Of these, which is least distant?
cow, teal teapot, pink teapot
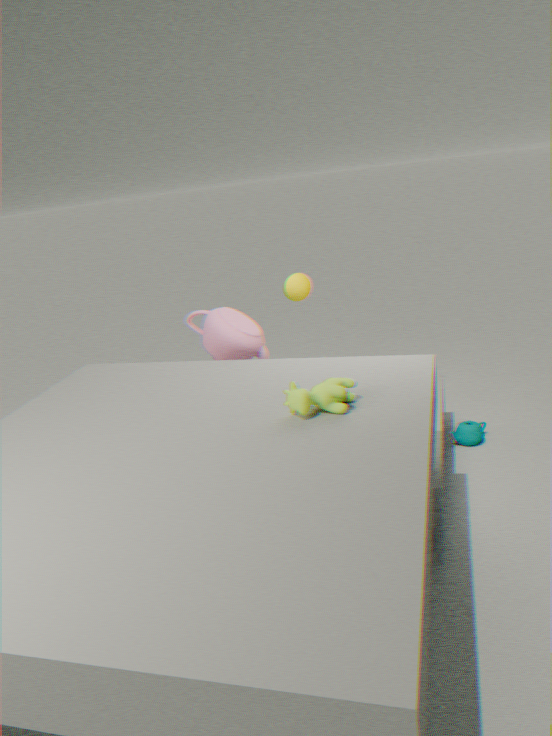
cow
